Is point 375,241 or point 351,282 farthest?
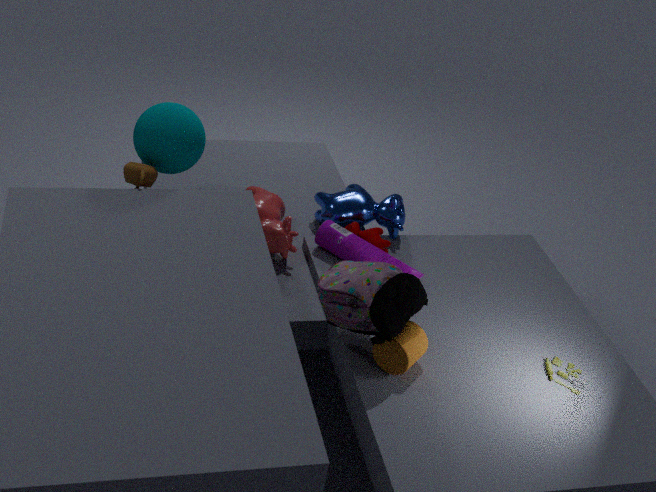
point 375,241
